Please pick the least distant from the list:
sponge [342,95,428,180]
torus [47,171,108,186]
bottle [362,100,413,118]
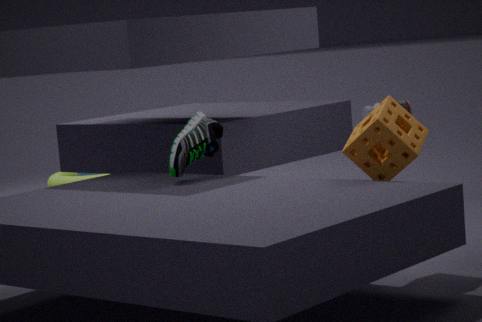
sponge [342,95,428,180]
